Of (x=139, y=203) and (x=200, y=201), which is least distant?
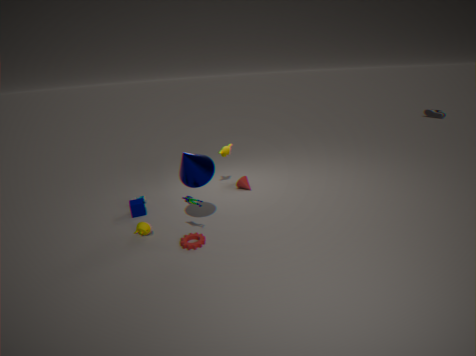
(x=200, y=201)
